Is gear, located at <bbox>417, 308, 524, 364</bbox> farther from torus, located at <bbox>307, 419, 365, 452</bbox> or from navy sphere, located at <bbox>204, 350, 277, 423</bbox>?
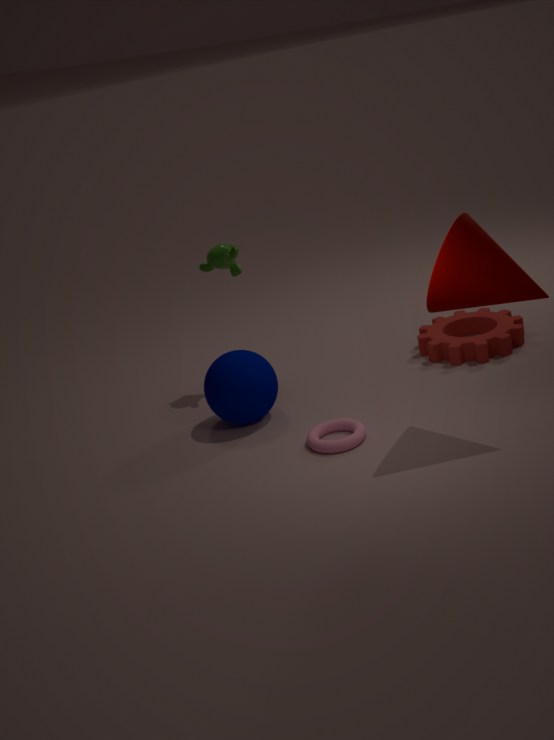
navy sphere, located at <bbox>204, 350, 277, 423</bbox>
